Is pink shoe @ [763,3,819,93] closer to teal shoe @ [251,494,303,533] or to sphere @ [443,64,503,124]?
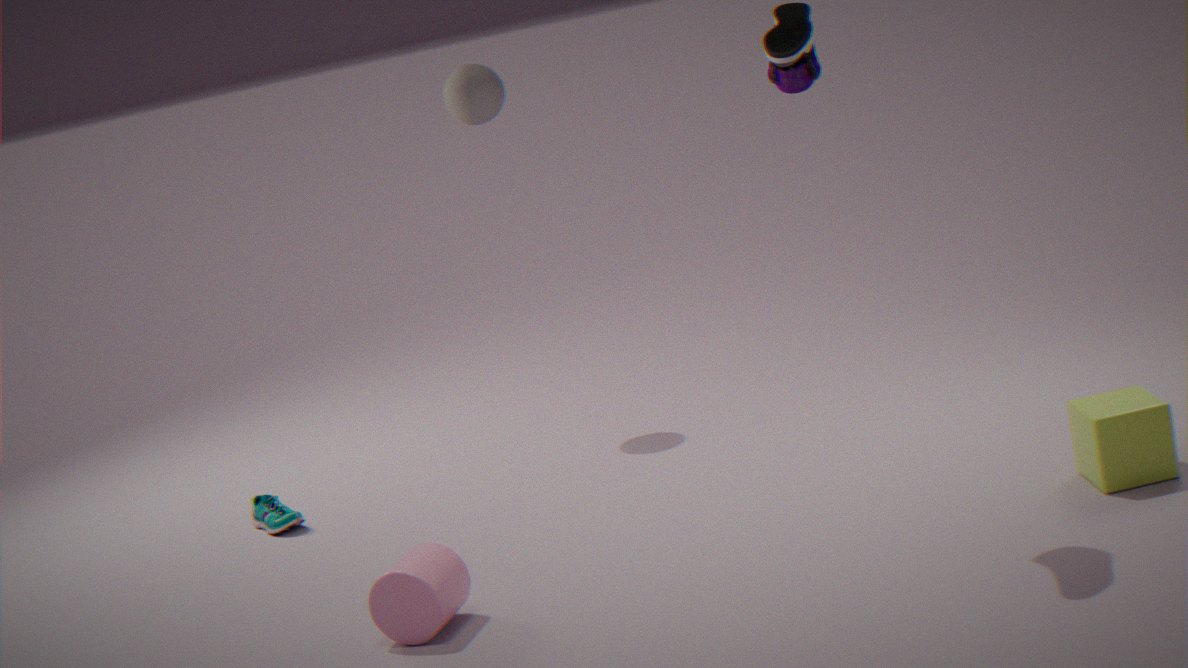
sphere @ [443,64,503,124]
